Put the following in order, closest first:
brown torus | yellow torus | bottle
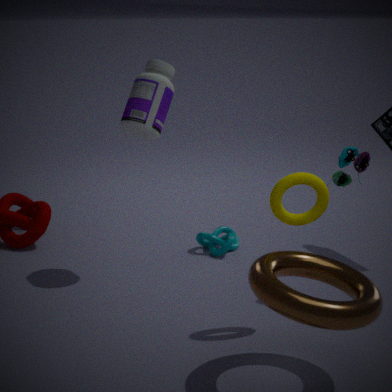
brown torus, yellow torus, bottle
